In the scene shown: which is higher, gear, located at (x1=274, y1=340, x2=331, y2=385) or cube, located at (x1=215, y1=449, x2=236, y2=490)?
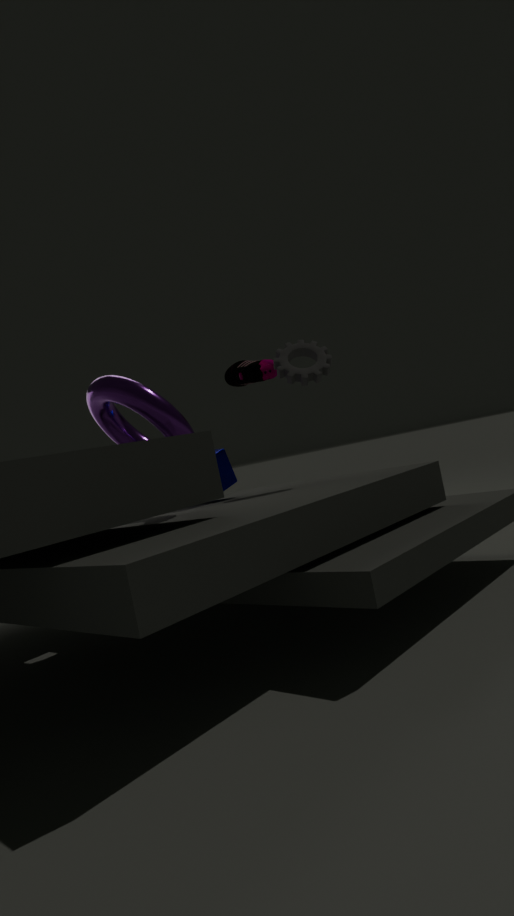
gear, located at (x1=274, y1=340, x2=331, y2=385)
